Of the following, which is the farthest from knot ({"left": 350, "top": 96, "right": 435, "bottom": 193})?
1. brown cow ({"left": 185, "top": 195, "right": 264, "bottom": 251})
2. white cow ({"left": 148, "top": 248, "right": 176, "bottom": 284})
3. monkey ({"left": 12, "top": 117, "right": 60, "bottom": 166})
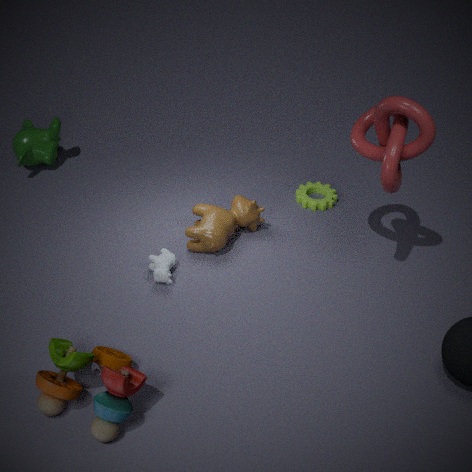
monkey ({"left": 12, "top": 117, "right": 60, "bottom": 166})
